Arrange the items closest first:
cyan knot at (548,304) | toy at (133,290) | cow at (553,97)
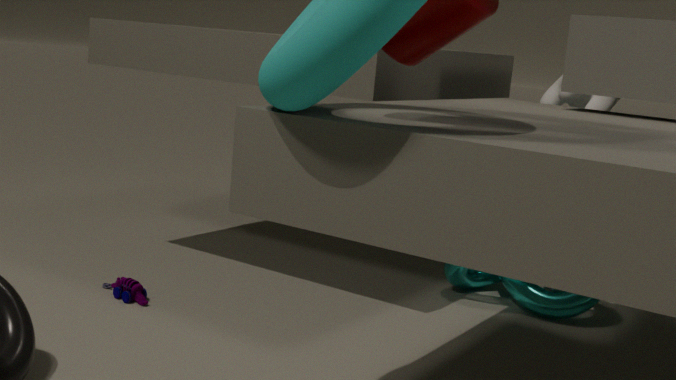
toy at (133,290)
cyan knot at (548,304)
cow at (553,97)
